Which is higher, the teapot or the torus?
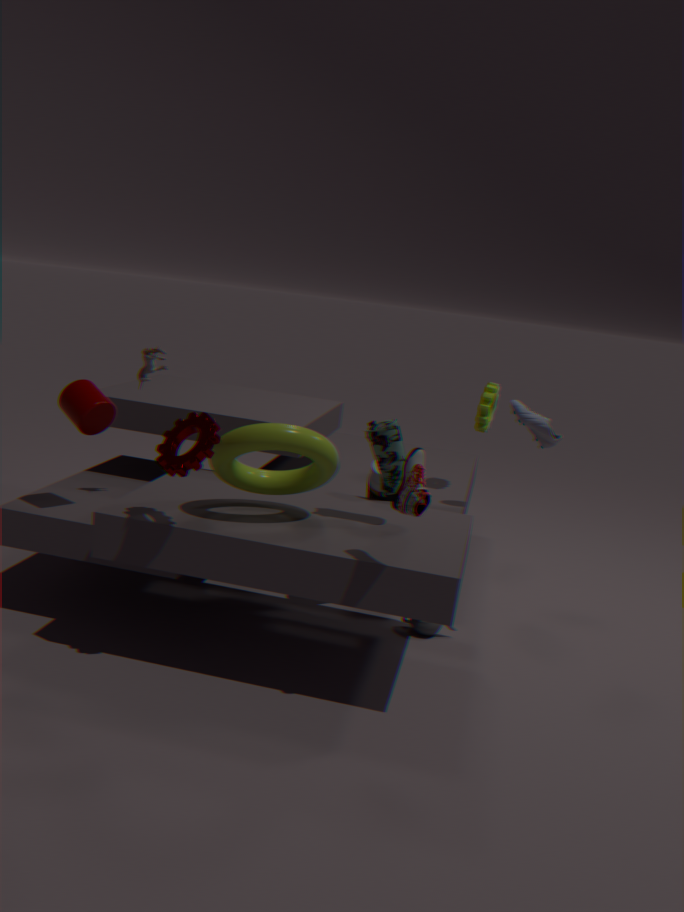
the torus
